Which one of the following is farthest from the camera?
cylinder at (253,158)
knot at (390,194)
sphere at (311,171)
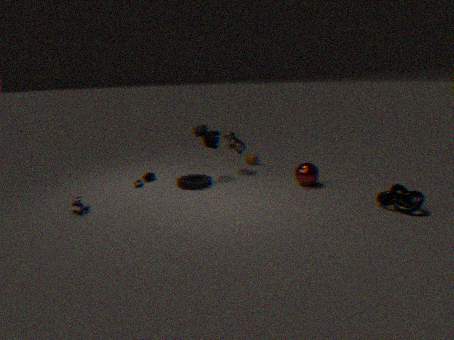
cylinder at (253,158)
